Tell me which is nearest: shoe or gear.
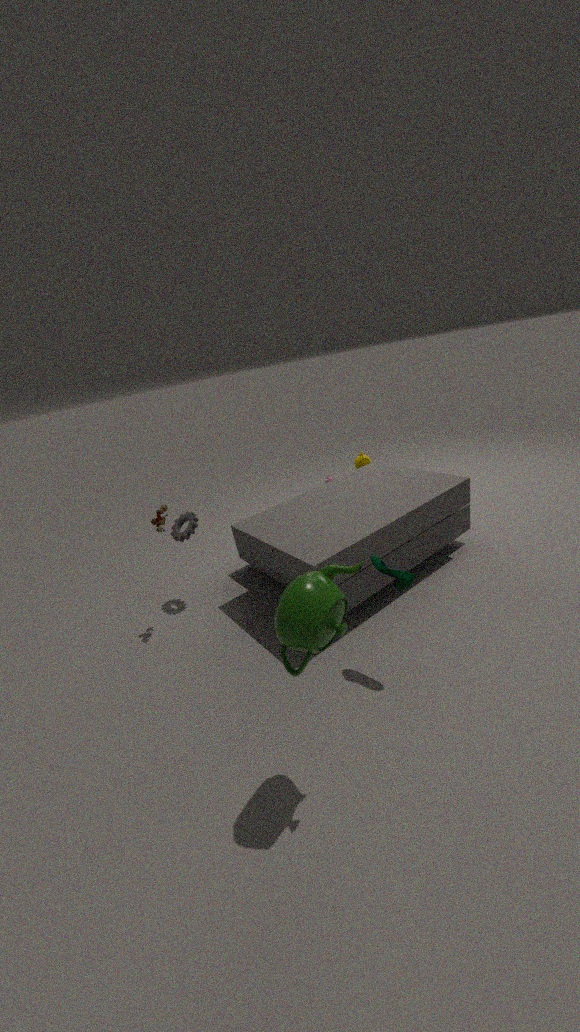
shoe
